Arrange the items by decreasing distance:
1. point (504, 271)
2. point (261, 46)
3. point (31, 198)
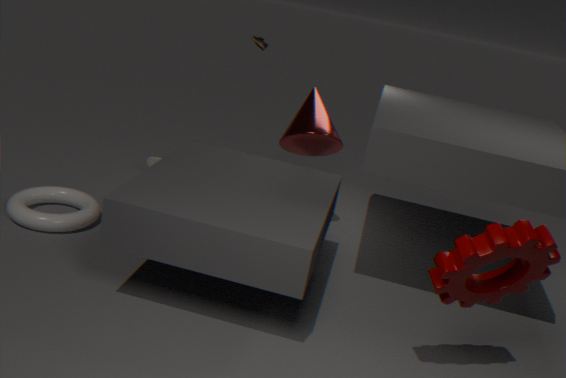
point (261, 46) → point (31, 198) → point (504, 271)
